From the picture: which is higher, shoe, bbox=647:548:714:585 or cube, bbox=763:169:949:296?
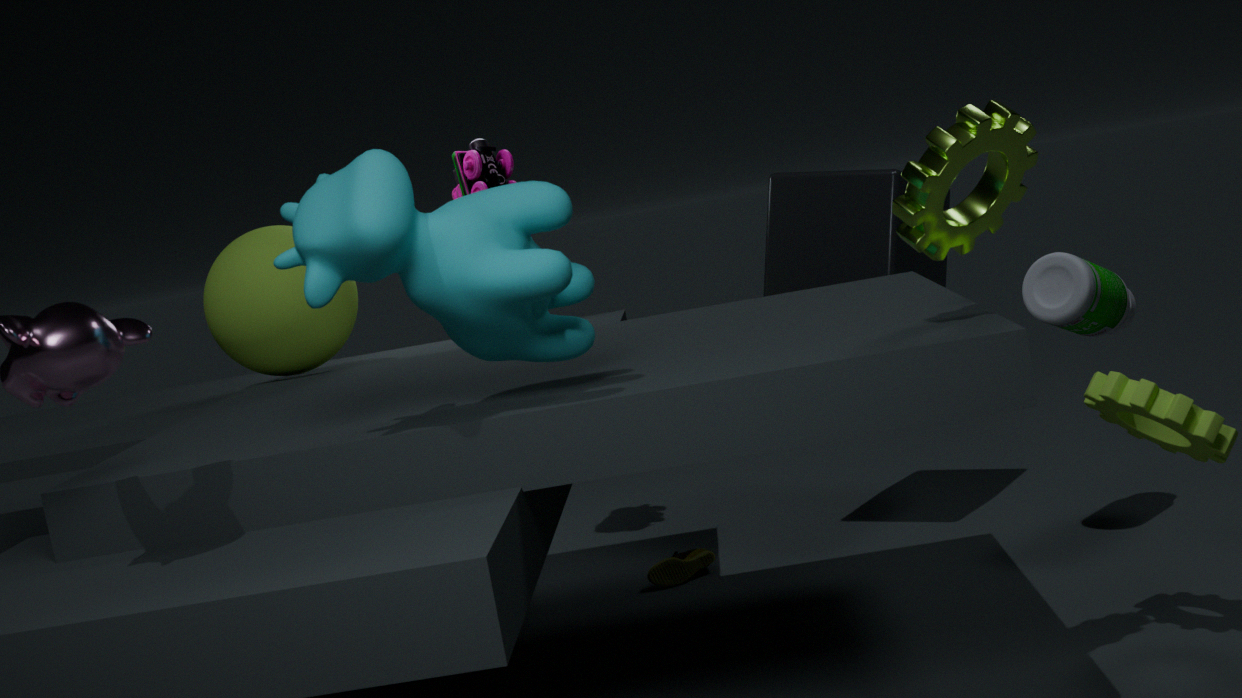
cube, bbox=763:169:949:296
